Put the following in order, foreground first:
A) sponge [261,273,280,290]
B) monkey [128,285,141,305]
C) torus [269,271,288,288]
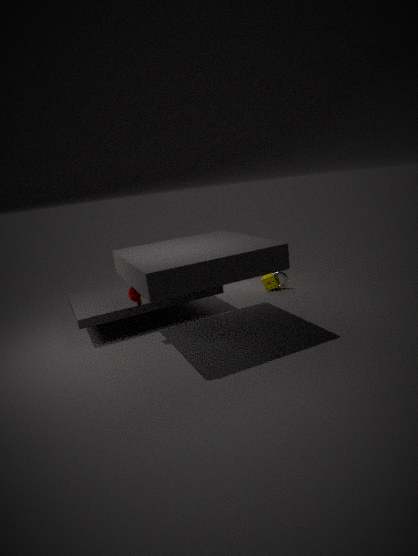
monkey [128,285,141,305] → torus [269,271,288,288] → sponge [261,273,280,290]
